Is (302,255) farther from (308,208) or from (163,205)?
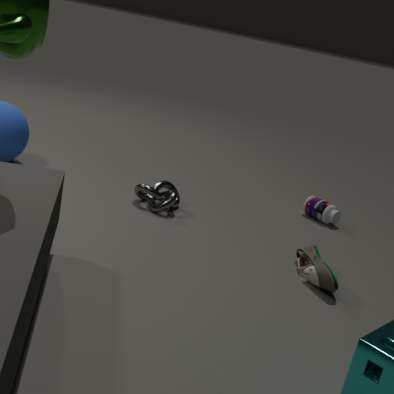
(163,205)
